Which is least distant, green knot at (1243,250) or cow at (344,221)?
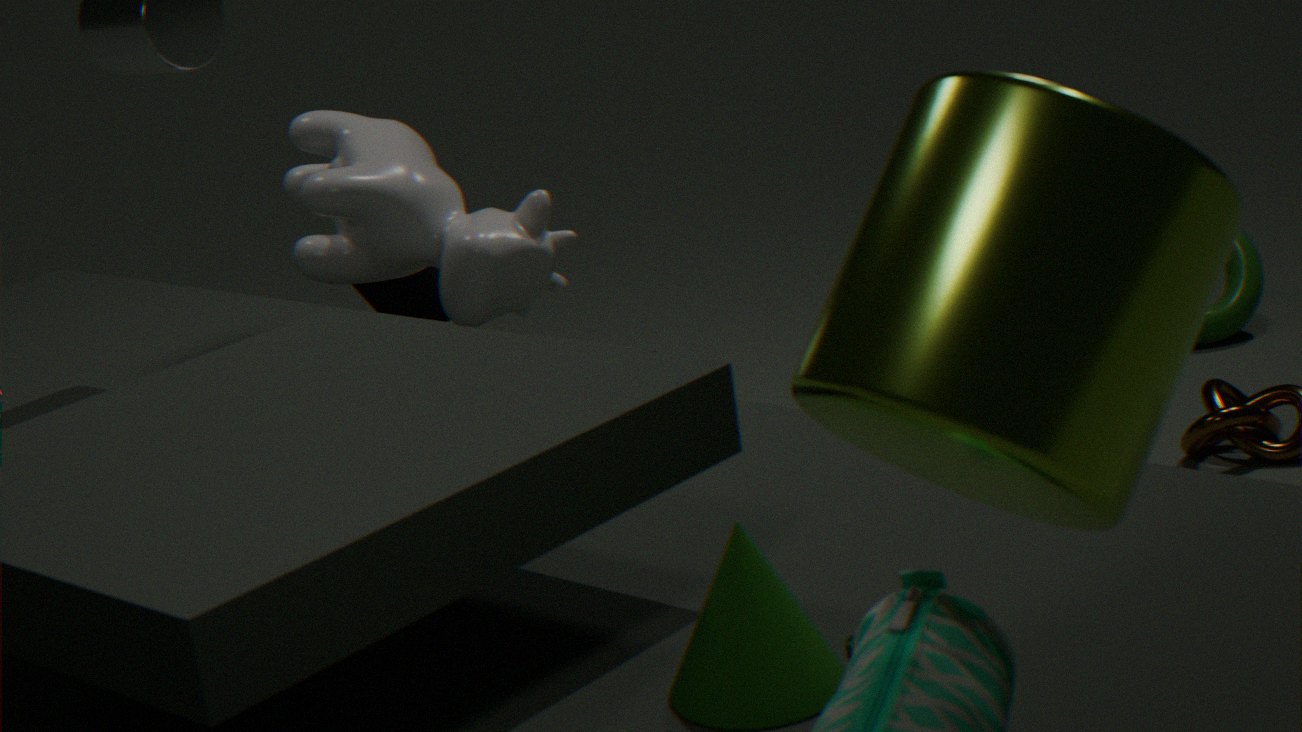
cow at (344,221)
